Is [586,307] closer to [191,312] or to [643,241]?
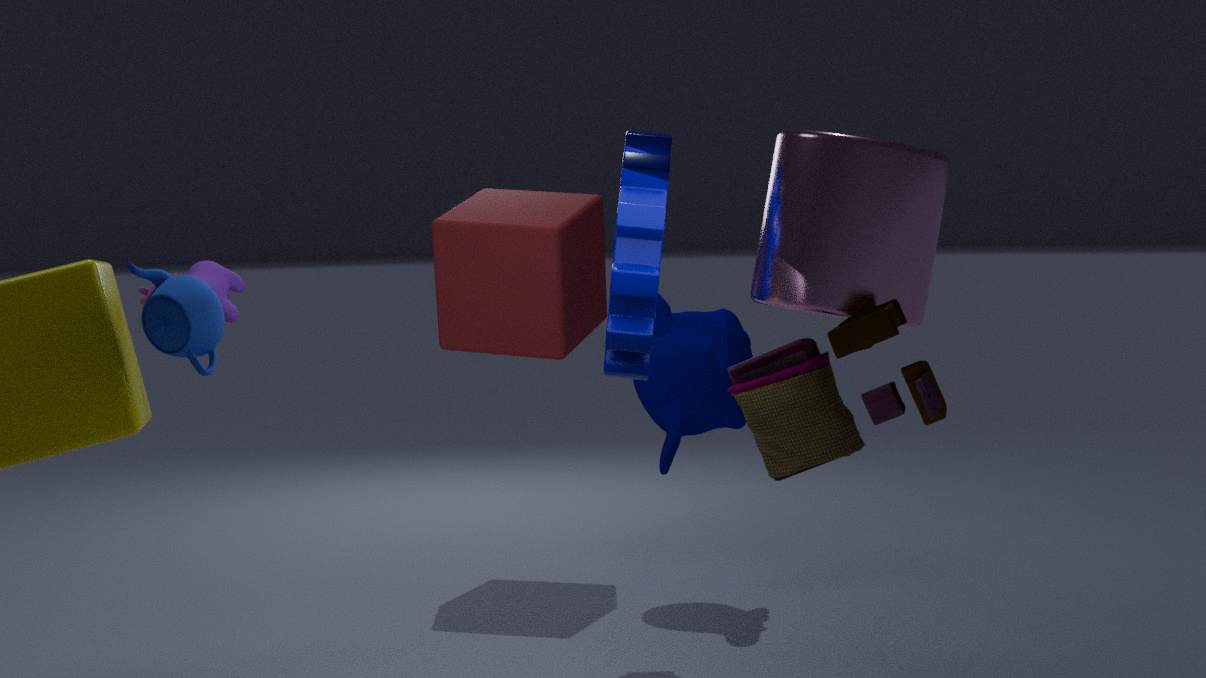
[643,241]
